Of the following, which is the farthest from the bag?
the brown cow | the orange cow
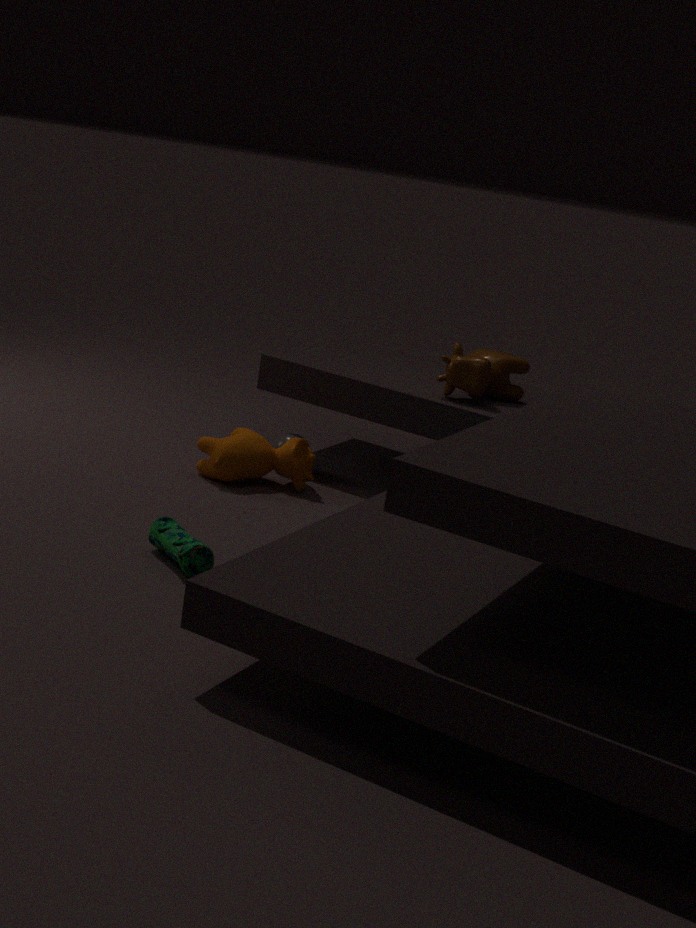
the brown cow
